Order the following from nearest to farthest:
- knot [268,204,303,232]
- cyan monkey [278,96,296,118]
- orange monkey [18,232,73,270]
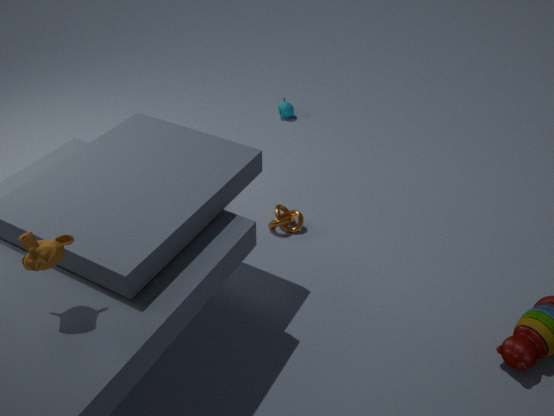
orange monkey [18,232,73,270] → knot [268,204,303,232] → cyan monkey [278,96,296,118]
